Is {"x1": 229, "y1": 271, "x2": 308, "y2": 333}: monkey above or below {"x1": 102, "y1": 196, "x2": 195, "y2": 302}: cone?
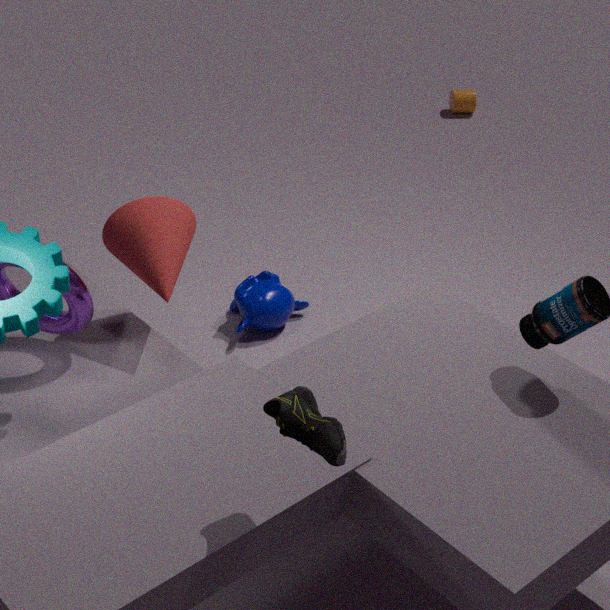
below
